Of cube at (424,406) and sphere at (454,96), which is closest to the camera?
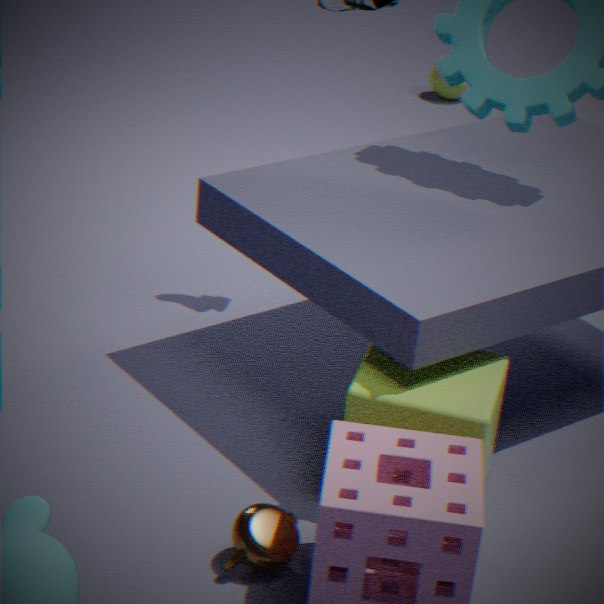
cube at (424,406)
